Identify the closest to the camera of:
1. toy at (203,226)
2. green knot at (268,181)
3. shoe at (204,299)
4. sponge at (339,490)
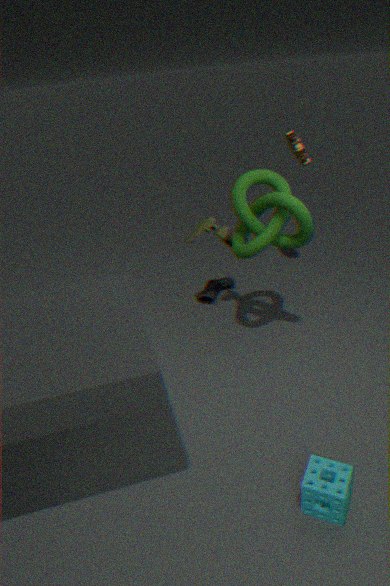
sponge at (339,490)
